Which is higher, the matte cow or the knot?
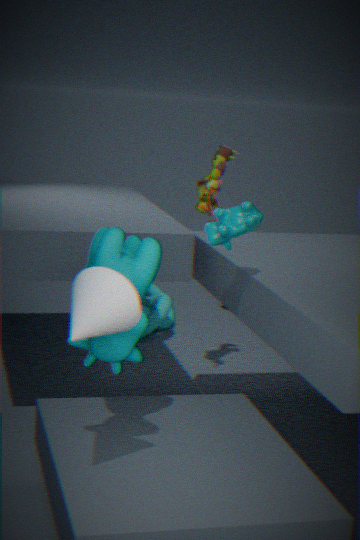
the matte cow
